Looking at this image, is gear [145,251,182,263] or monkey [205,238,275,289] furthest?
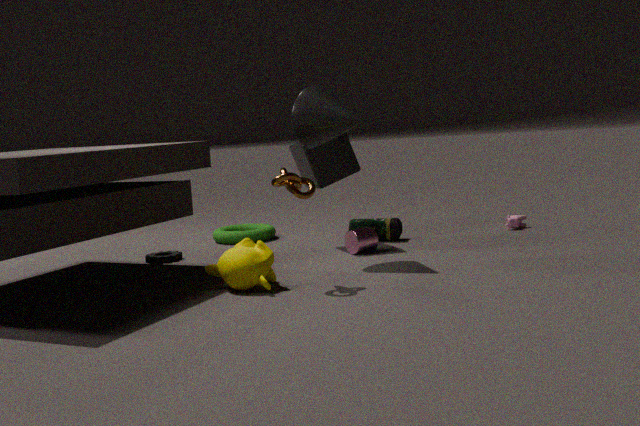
gear [145,251,182,263]
